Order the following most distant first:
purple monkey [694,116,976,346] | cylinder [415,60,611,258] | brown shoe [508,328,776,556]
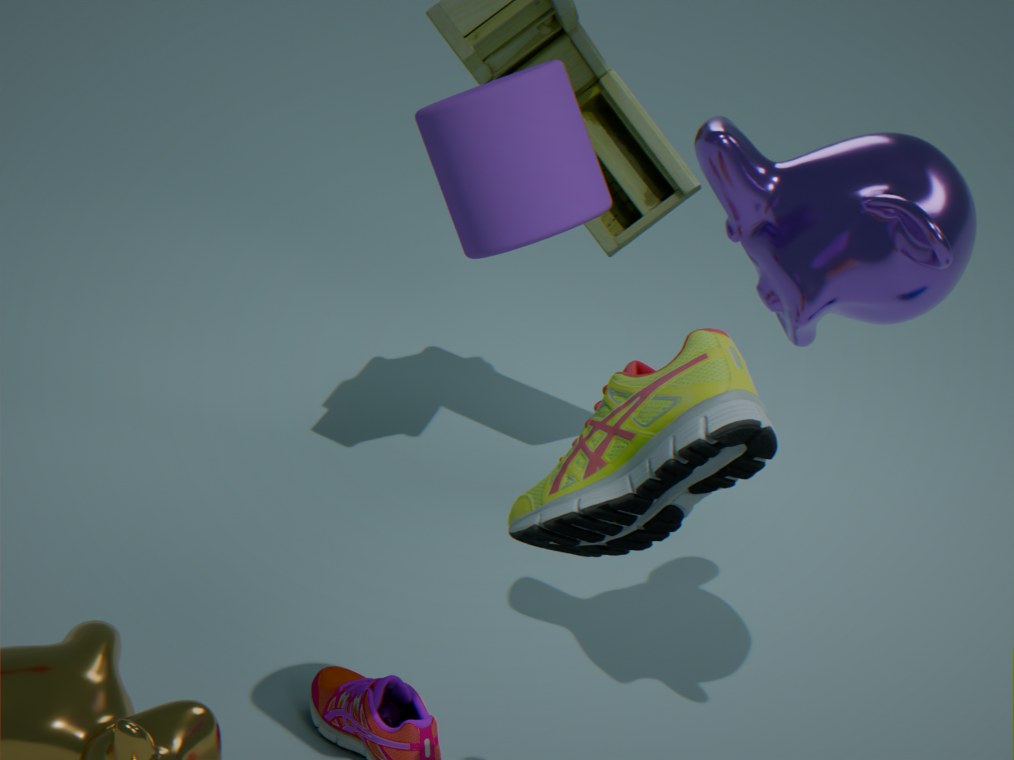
purple monkey [694,116,976,346]
brown shoe [508,328,776,556]
cylinder [415,60,611,258]
